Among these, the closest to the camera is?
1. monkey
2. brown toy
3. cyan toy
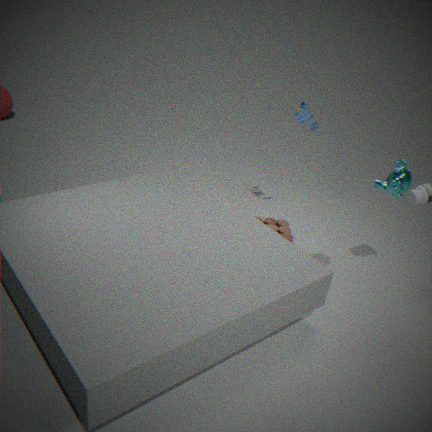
monkey
